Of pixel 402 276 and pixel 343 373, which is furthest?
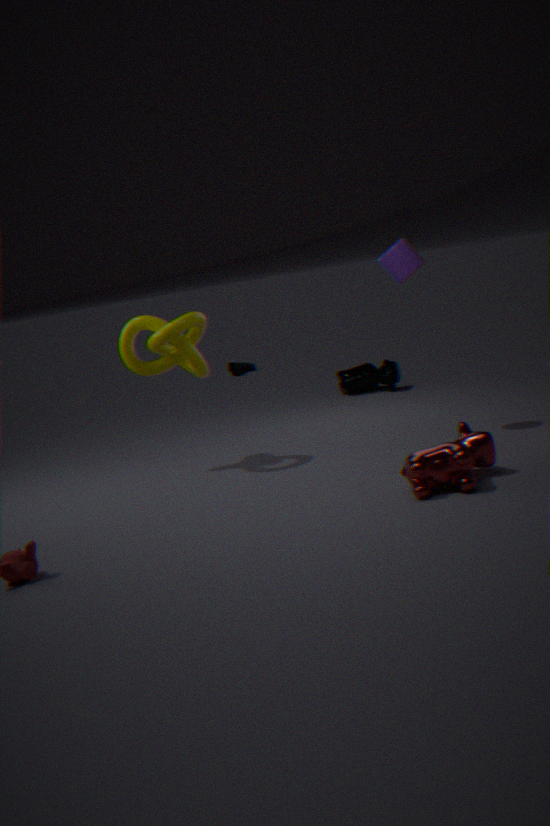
pixel 343 373
